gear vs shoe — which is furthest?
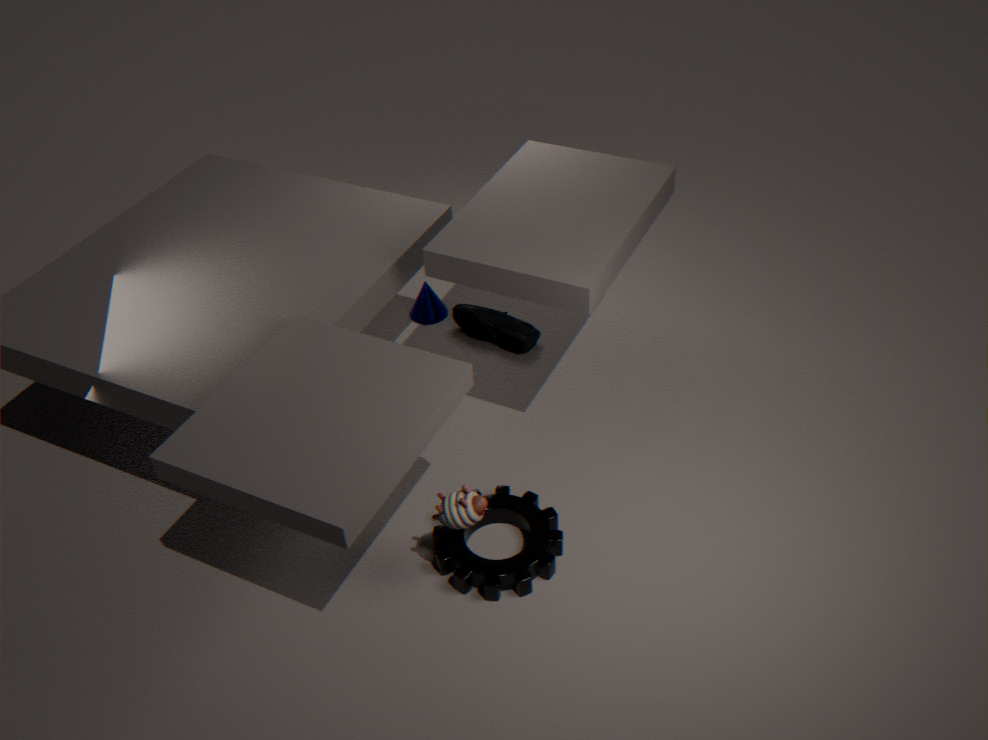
shoe
